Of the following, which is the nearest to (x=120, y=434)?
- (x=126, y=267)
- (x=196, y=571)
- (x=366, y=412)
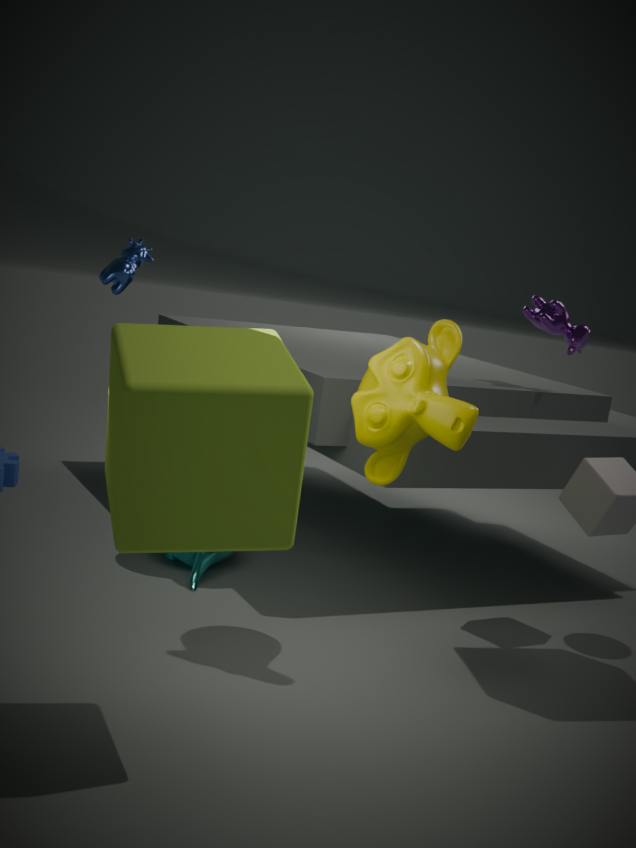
(x=366, y=412)
